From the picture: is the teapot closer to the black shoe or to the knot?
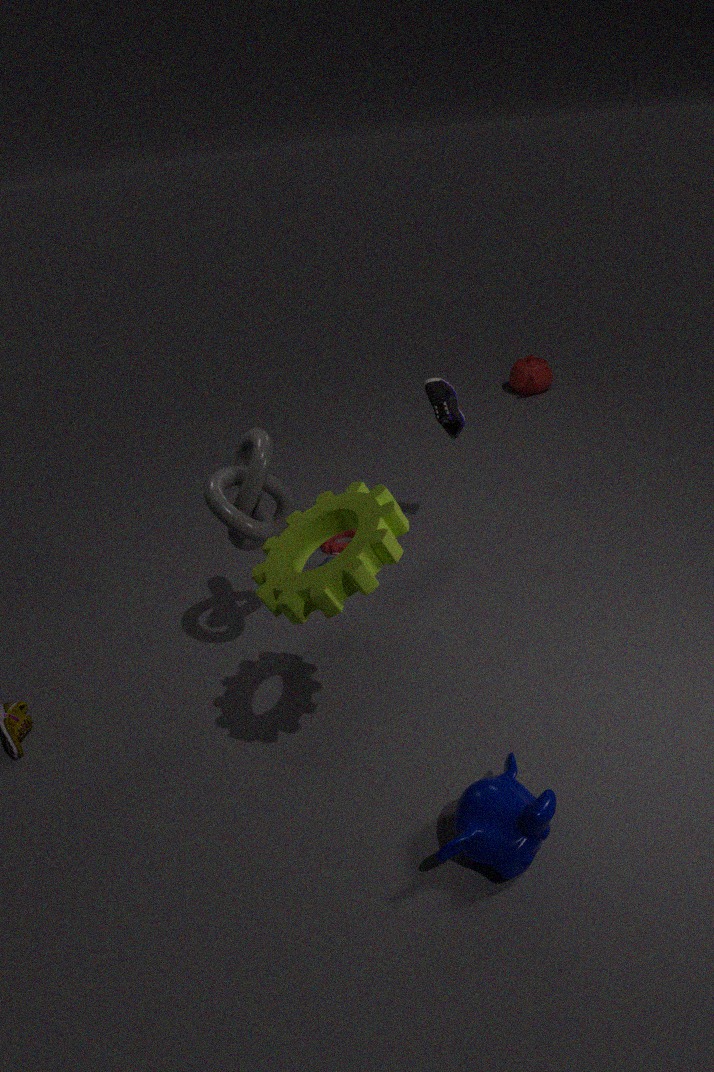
the black shoe
